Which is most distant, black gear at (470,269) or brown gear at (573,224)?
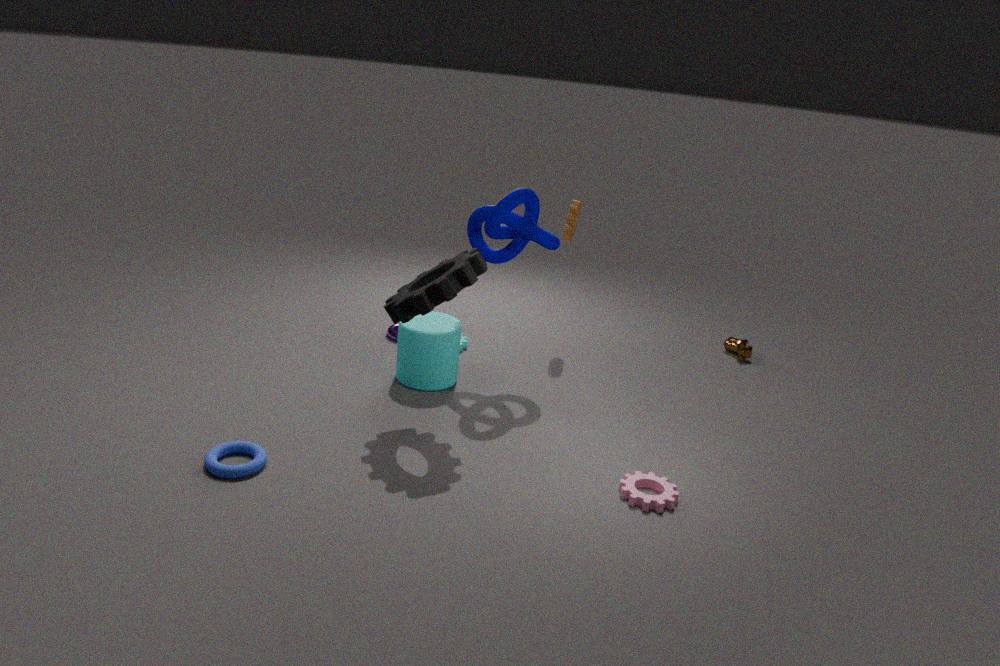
brown gear at (573,224)
